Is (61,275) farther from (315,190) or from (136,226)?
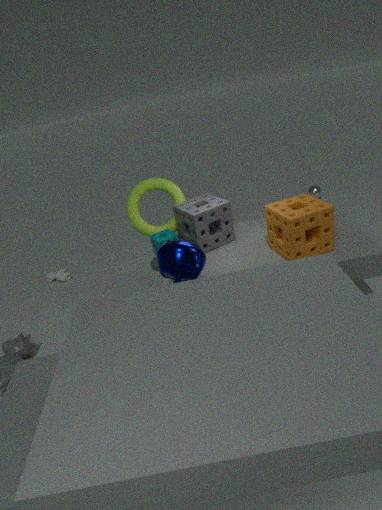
(315,190)
